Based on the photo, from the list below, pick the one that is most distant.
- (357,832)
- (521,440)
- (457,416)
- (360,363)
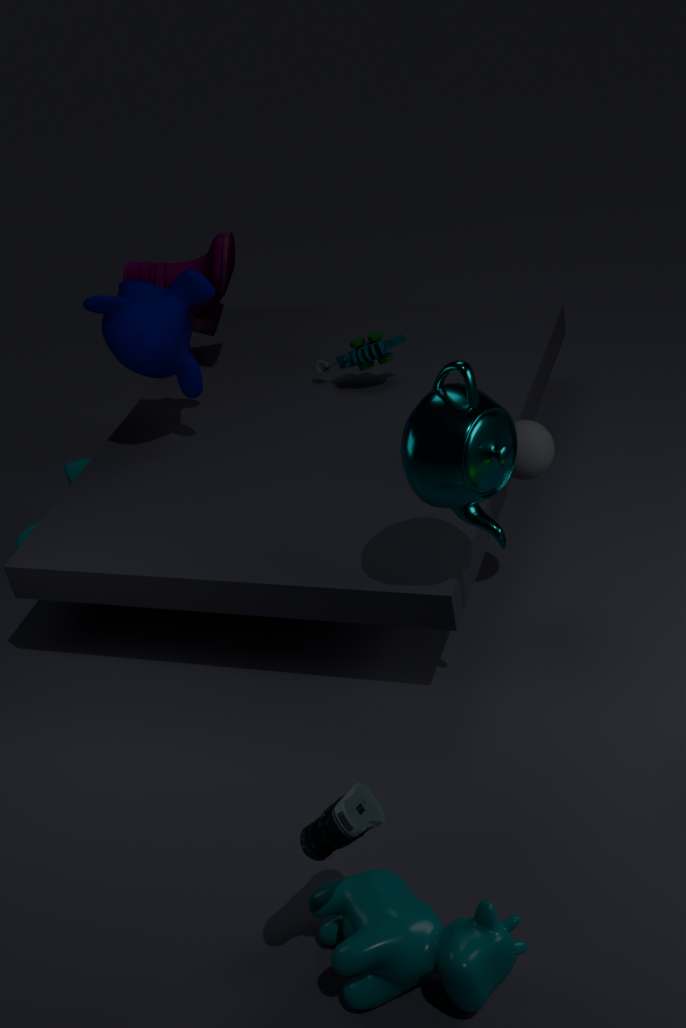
(360,363)
